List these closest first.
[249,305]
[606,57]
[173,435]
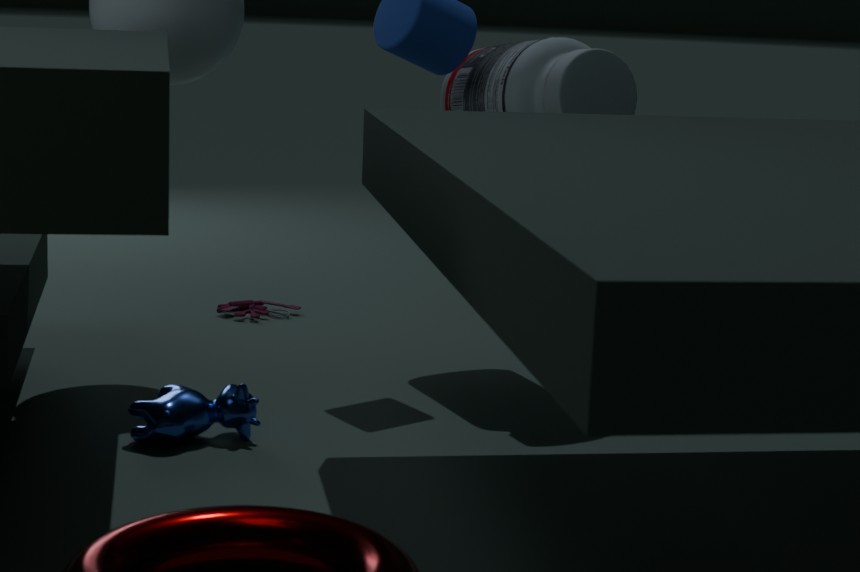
[173,435]
[606,57]
[249,305]
